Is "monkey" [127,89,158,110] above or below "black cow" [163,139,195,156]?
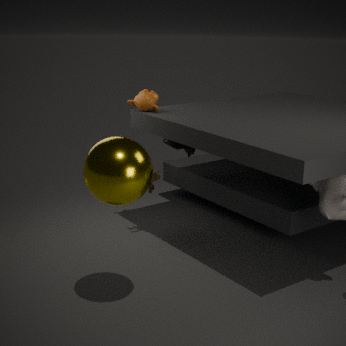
above
